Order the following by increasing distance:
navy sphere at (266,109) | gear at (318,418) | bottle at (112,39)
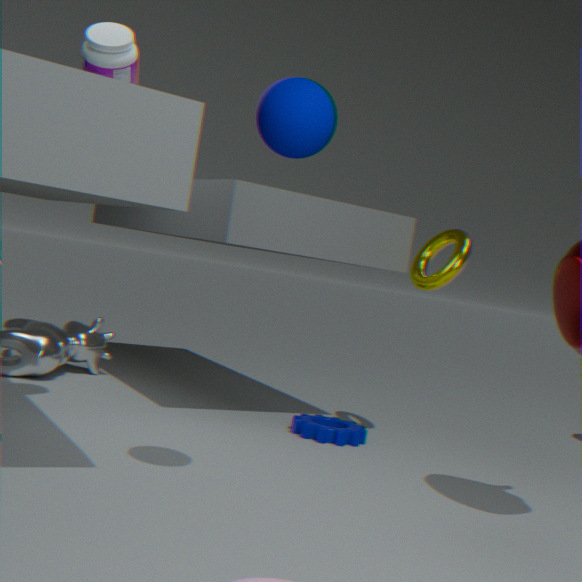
1. navy sphere at (266,109)
2. bottle at (112,39)
3. gear at (318,418)
